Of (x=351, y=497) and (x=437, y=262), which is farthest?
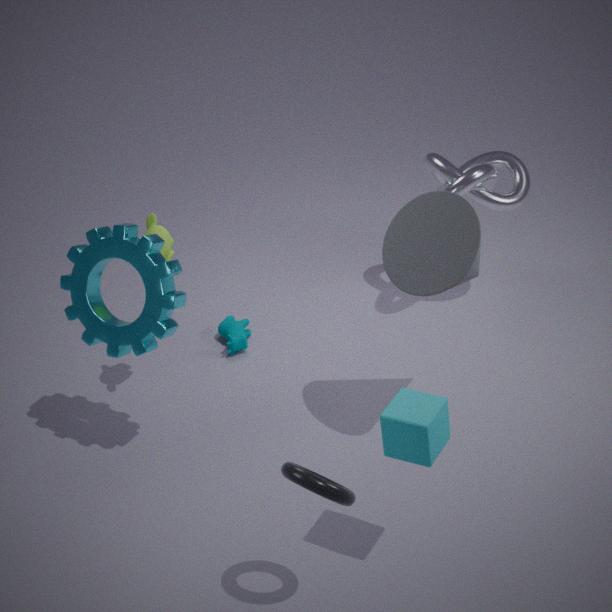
(x=437, y=262)
